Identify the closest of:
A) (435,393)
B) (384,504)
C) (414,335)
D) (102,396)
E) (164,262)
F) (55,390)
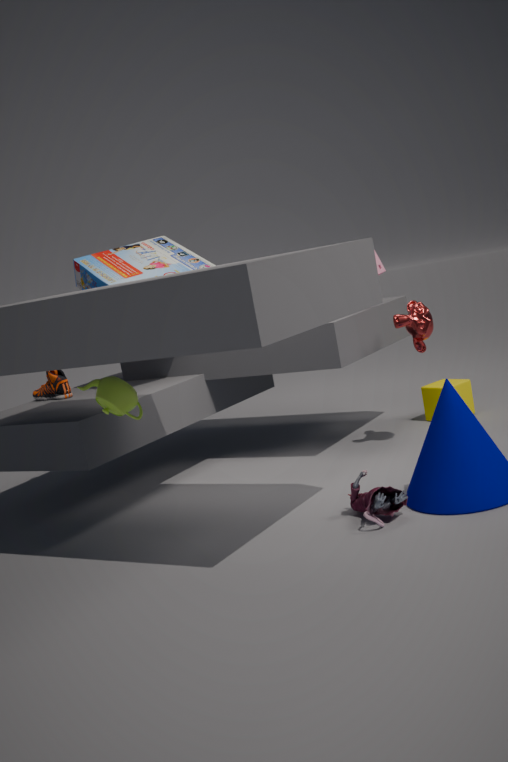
(384,504)
